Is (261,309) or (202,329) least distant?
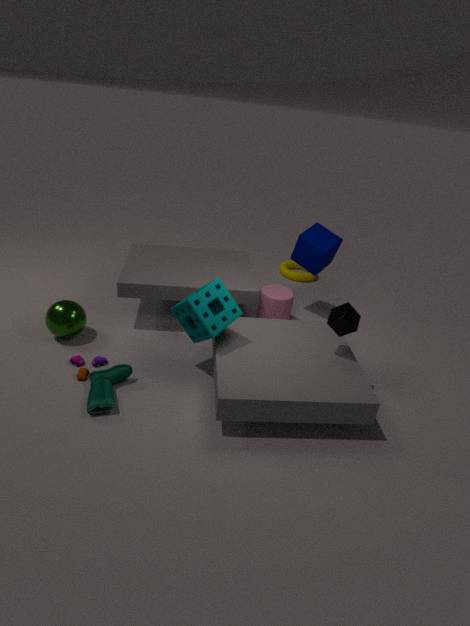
(202,329)
